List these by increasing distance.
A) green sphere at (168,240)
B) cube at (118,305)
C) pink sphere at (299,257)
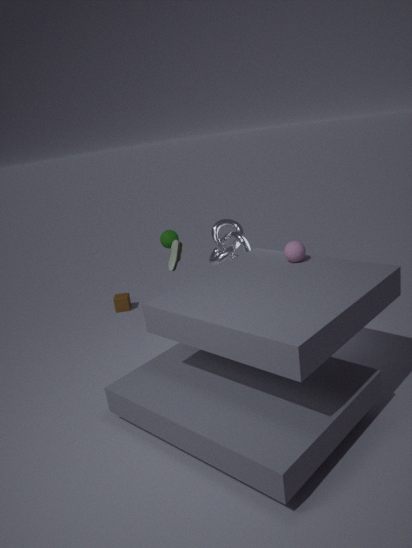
1. C. pink sphere at (299,257)
2. A. green sphere at (168,240)
3. B. cube at (118,305)
